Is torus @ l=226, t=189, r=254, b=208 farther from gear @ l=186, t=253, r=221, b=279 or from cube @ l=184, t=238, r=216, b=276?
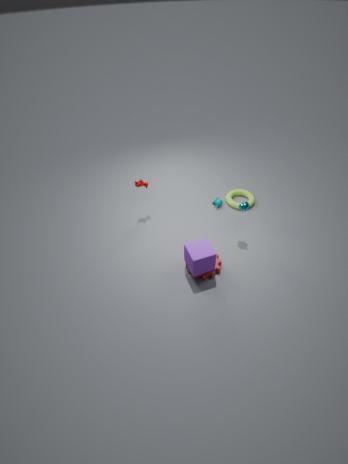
cube @ l=184, t=238, r=216, b=276
